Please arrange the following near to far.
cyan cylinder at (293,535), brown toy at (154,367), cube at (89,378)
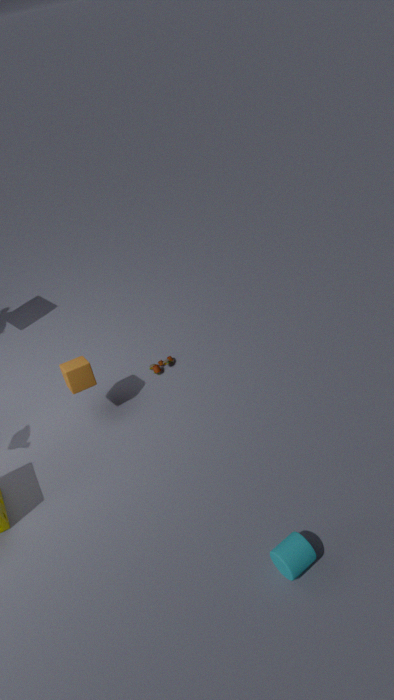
cyan cylinder at (293,535) → cube at (89,378) → brown toy at (154,367)
